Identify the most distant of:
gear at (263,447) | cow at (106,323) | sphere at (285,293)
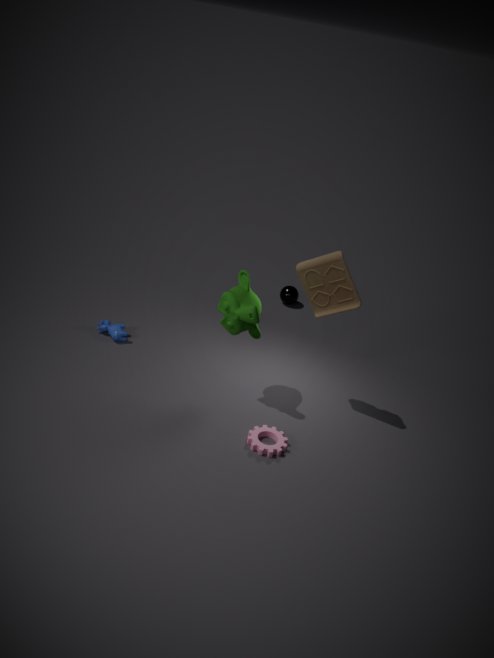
sphere at (285,293)
